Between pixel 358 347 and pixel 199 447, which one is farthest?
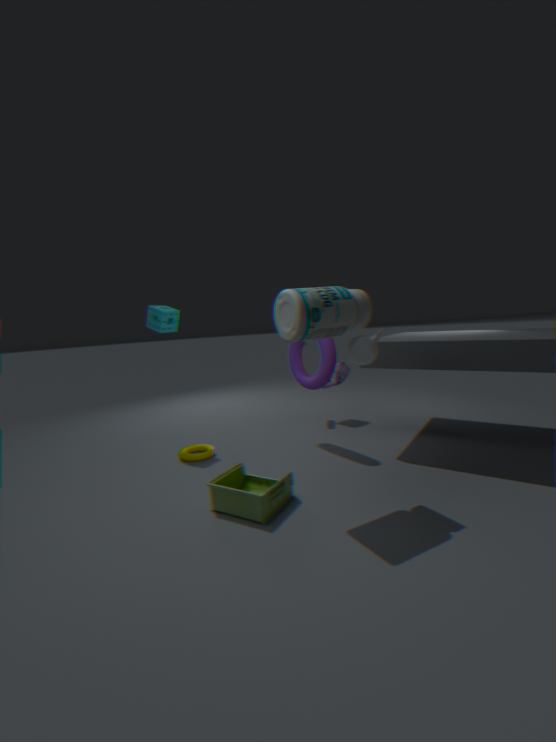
pixel 199 447
